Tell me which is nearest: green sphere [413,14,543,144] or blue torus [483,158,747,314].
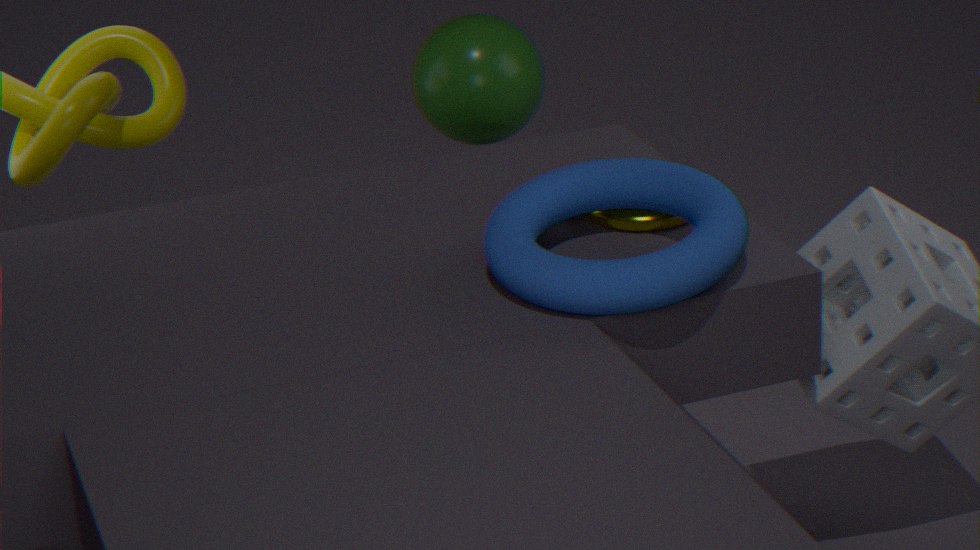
blue torus [483,158,747,314]
